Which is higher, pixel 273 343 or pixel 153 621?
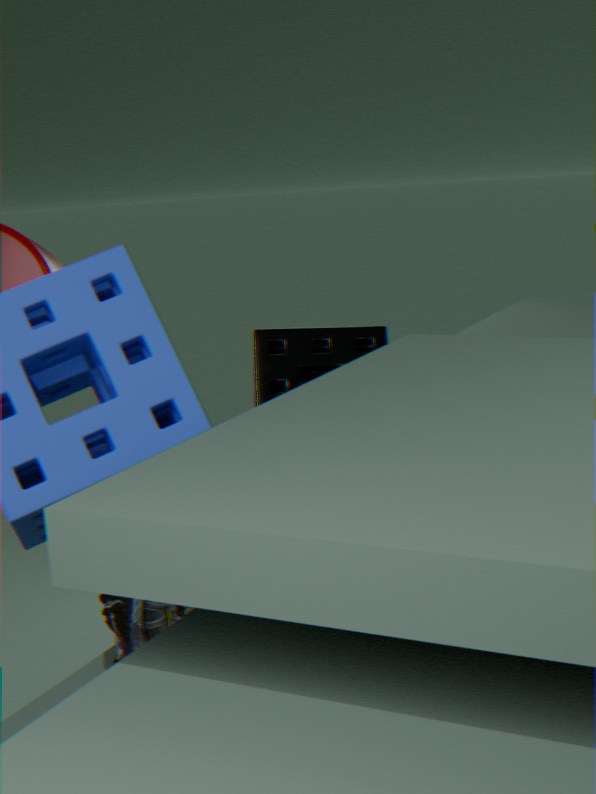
pixel 273 343
